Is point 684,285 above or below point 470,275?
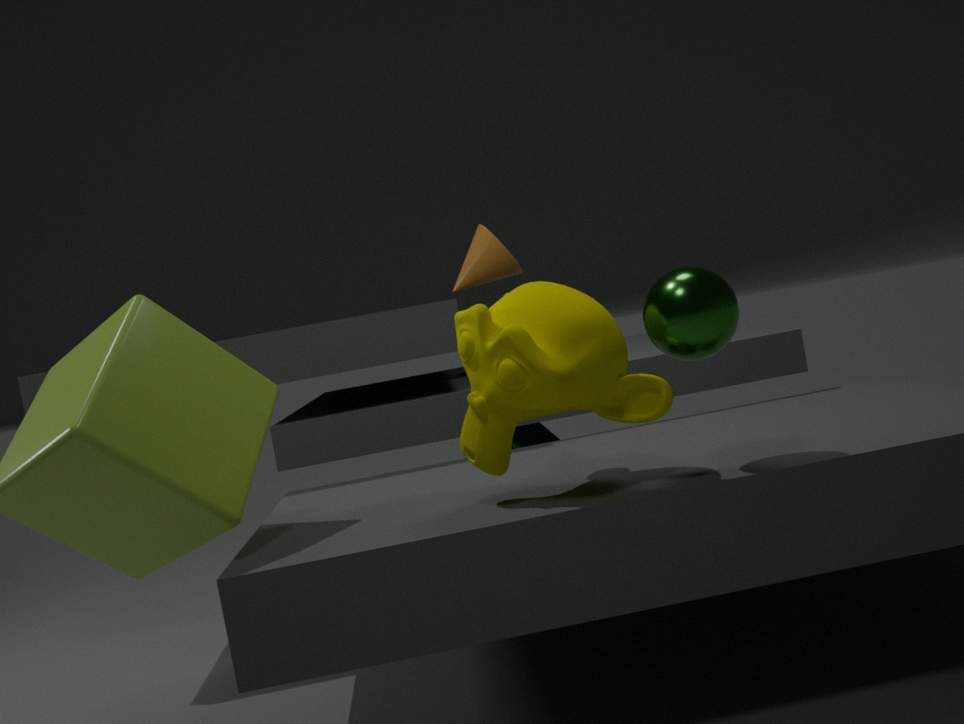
below
